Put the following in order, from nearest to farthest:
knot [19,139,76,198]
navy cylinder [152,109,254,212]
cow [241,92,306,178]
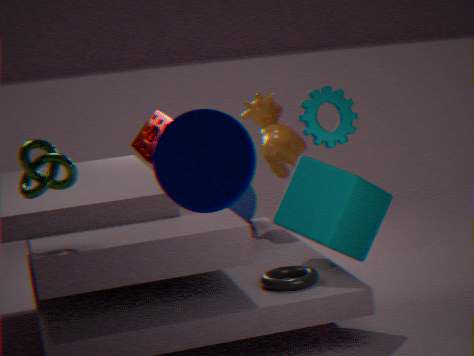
1. navy cylinder [152,109,254,212]
2. knot [19,139,76,198]
3. cow [241,92,306,178]
